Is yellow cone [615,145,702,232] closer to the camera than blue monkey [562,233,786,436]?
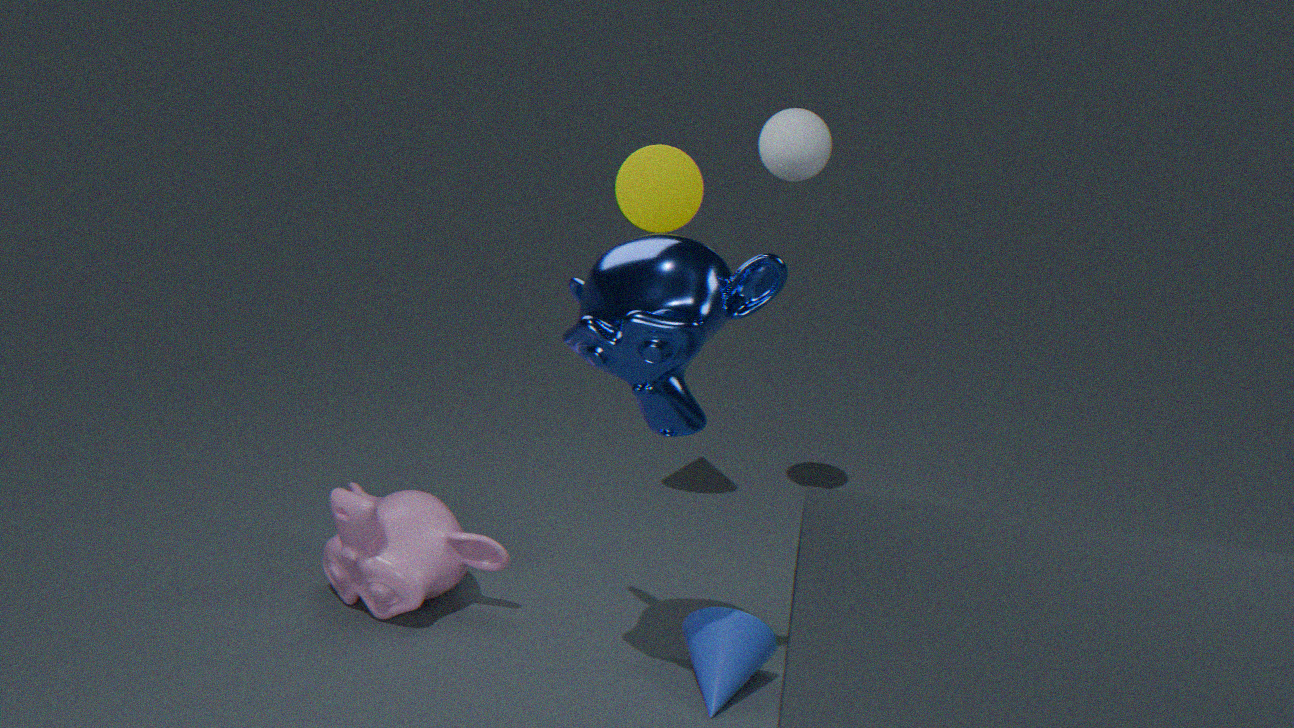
No
